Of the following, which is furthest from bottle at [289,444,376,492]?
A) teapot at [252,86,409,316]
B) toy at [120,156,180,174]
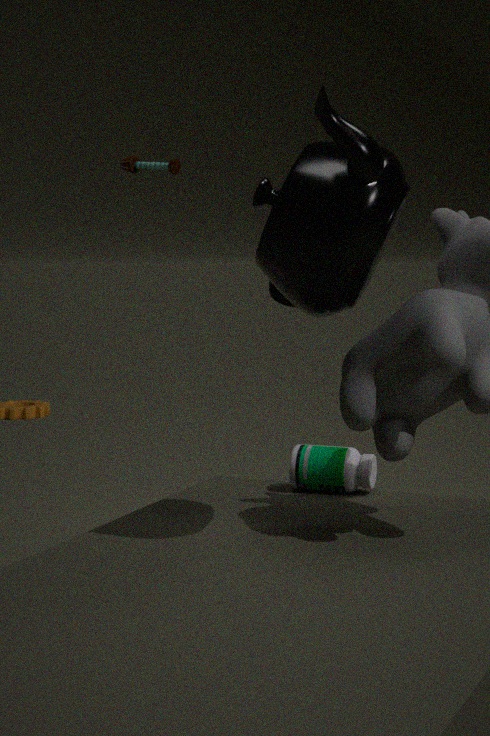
toy at [120,156,180,174]
